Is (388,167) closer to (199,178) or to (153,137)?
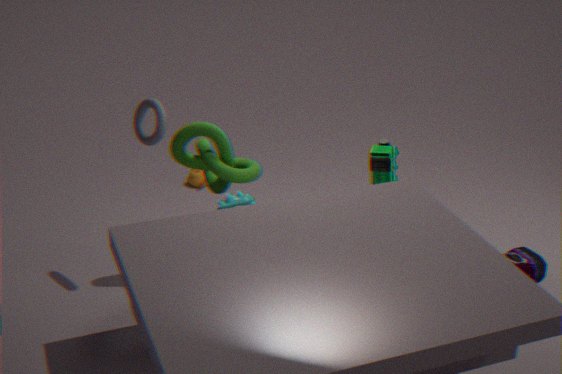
(153,137)
